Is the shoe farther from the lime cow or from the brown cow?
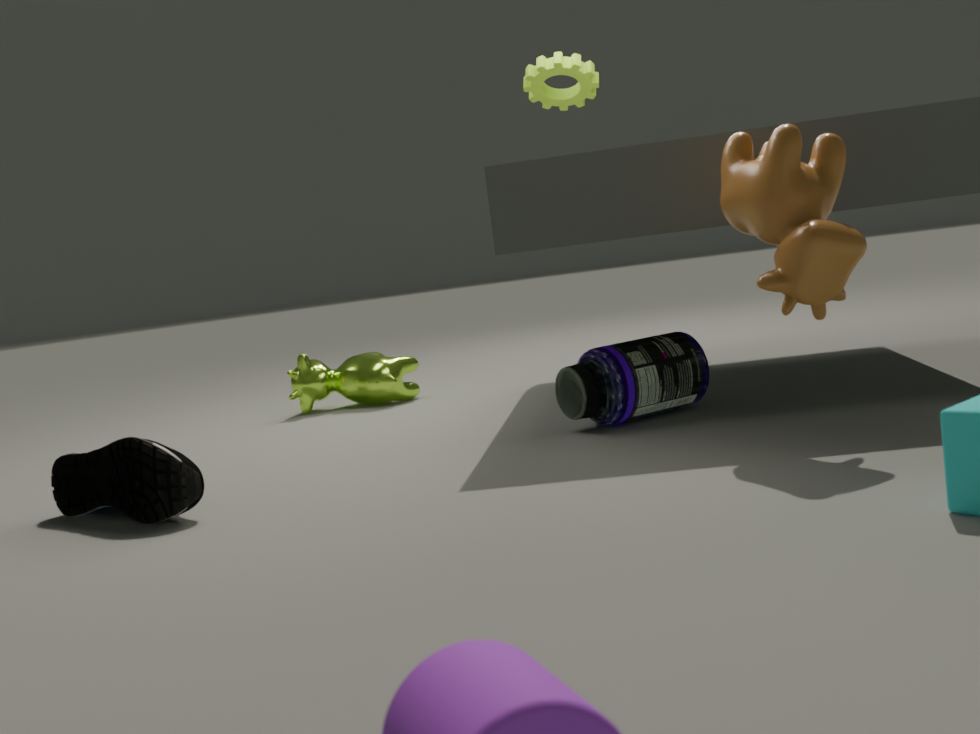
the brown cow
